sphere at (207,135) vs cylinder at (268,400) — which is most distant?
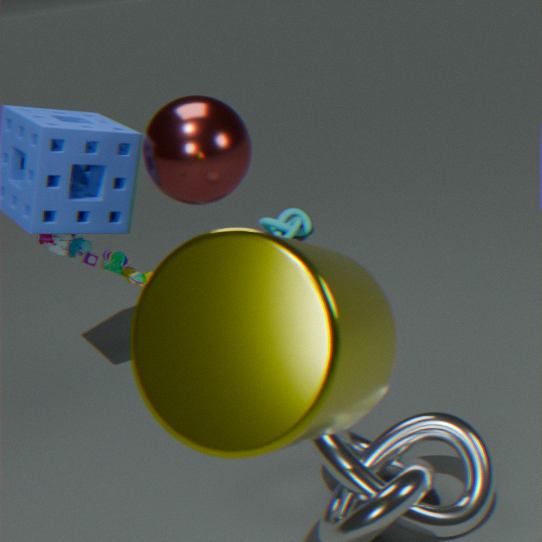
sphere at (207,135)
